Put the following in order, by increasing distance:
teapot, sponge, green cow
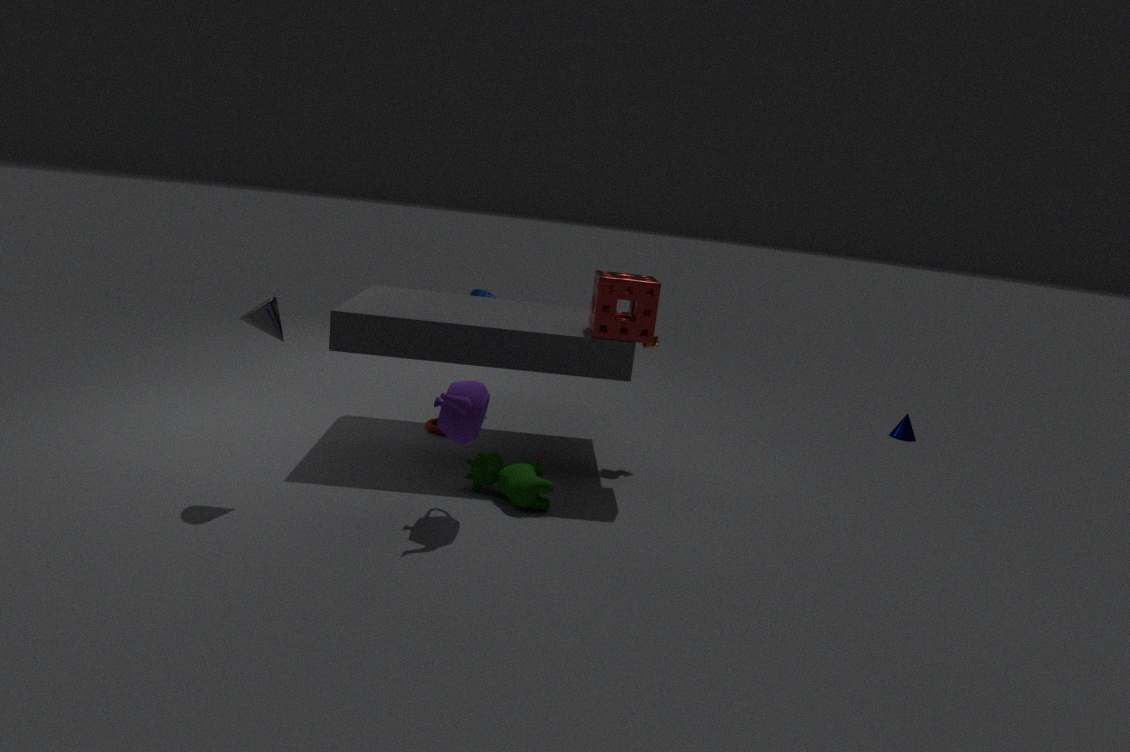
teapot → green cow → sponge
